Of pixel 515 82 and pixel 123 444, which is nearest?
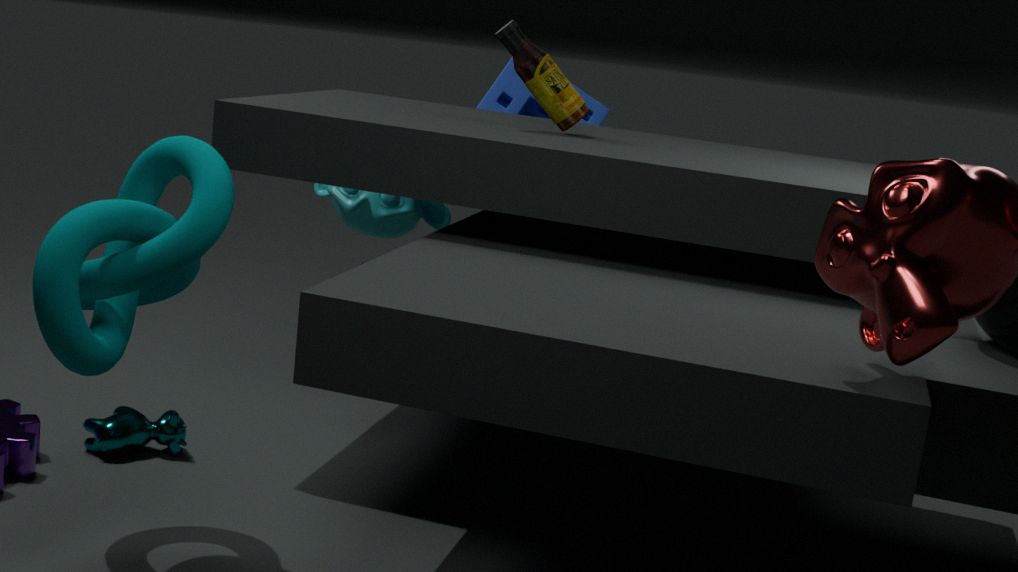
pixel 123 444
